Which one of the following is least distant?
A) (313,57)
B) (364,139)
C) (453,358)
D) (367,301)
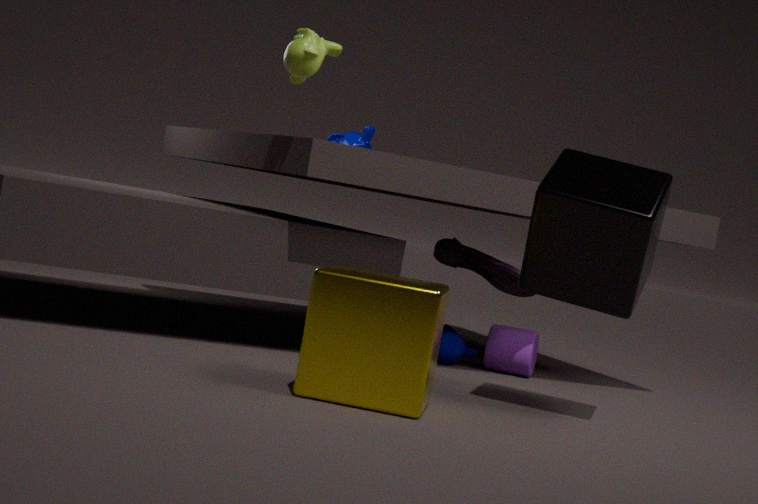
(367,301)
